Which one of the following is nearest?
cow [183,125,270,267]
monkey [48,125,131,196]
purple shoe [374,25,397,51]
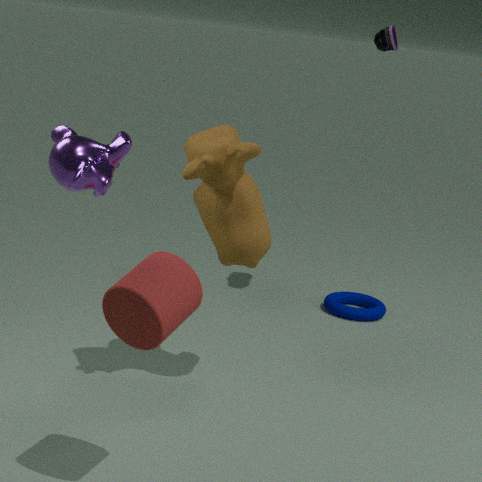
monkey [48,125,131,196]
